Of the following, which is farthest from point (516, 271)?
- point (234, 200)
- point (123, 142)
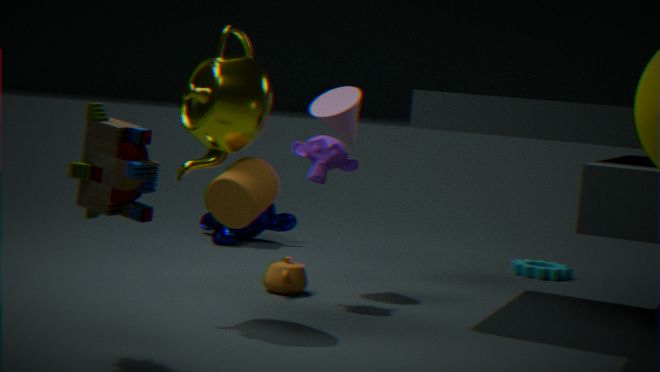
point (123, 142)
